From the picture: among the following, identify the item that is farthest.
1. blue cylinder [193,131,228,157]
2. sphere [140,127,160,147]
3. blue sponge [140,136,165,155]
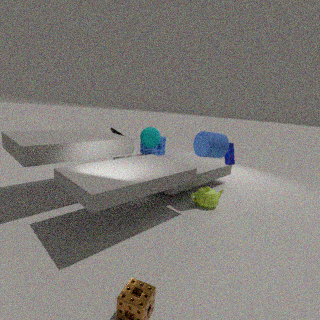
blue sponge [140,136,165,155]
